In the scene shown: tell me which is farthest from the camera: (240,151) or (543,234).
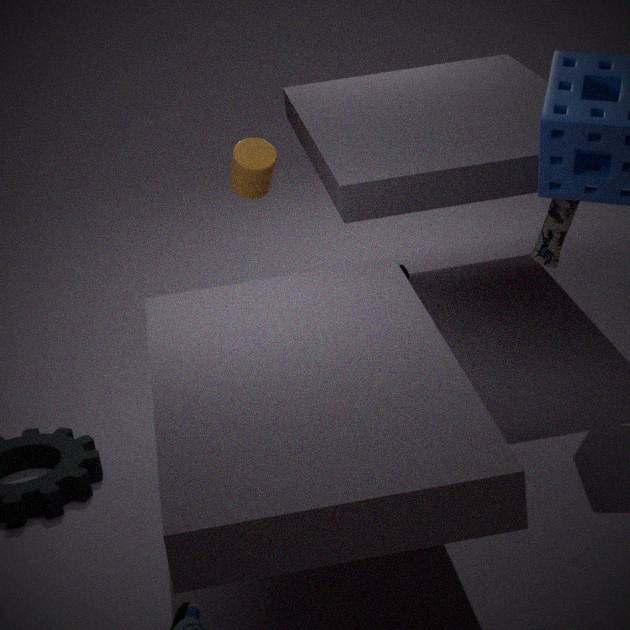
(240,151)
